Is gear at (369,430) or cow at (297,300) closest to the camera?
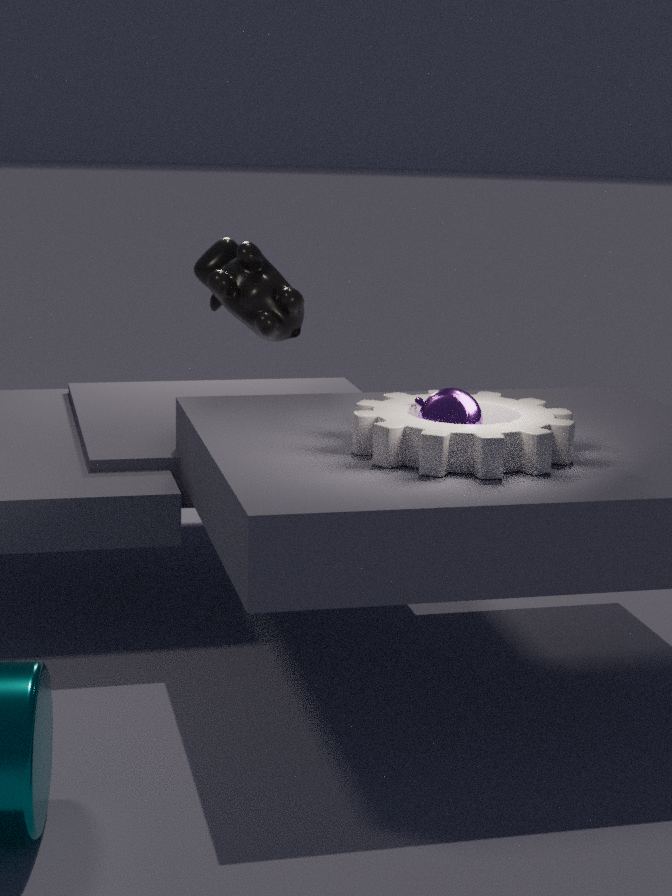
gear at (369,430)
